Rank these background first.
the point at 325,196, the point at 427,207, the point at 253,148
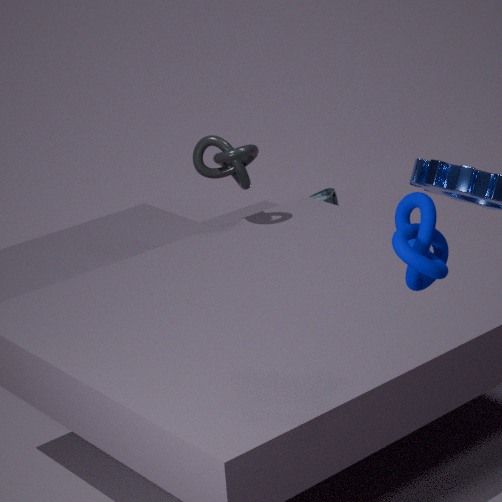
the point at 325,196 → the point at 253,148 → the point at 427,207
